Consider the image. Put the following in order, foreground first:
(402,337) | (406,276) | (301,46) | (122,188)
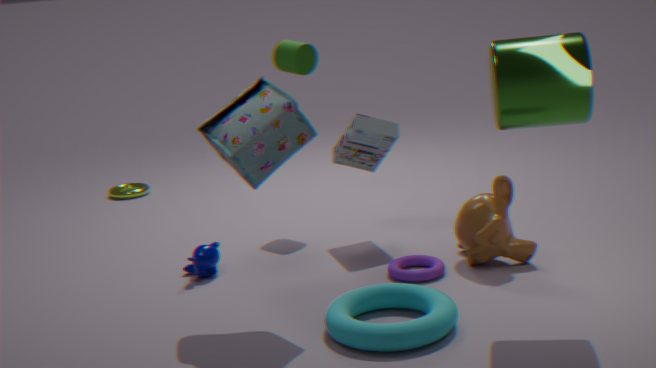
(402,337) → (406,276) → (301,46) → (122,188)
